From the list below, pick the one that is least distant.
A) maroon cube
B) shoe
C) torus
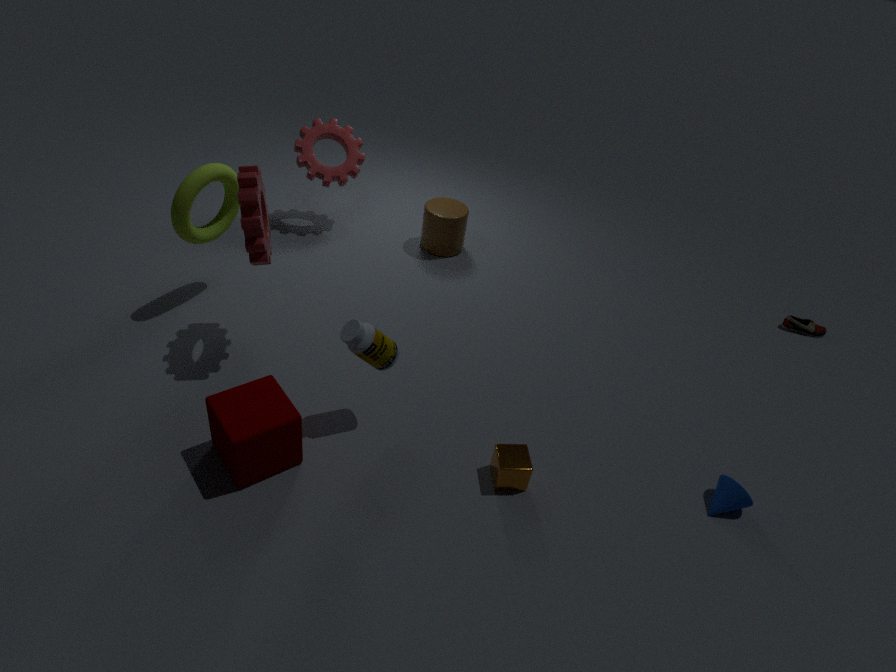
maroon cube
